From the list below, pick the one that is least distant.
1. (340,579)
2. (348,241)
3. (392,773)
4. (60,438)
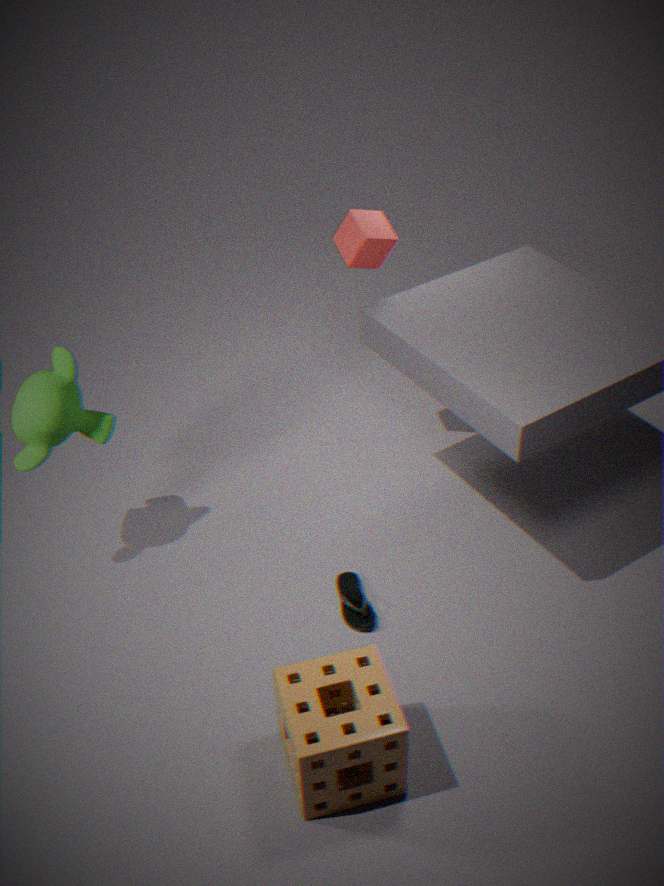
(392,773)
